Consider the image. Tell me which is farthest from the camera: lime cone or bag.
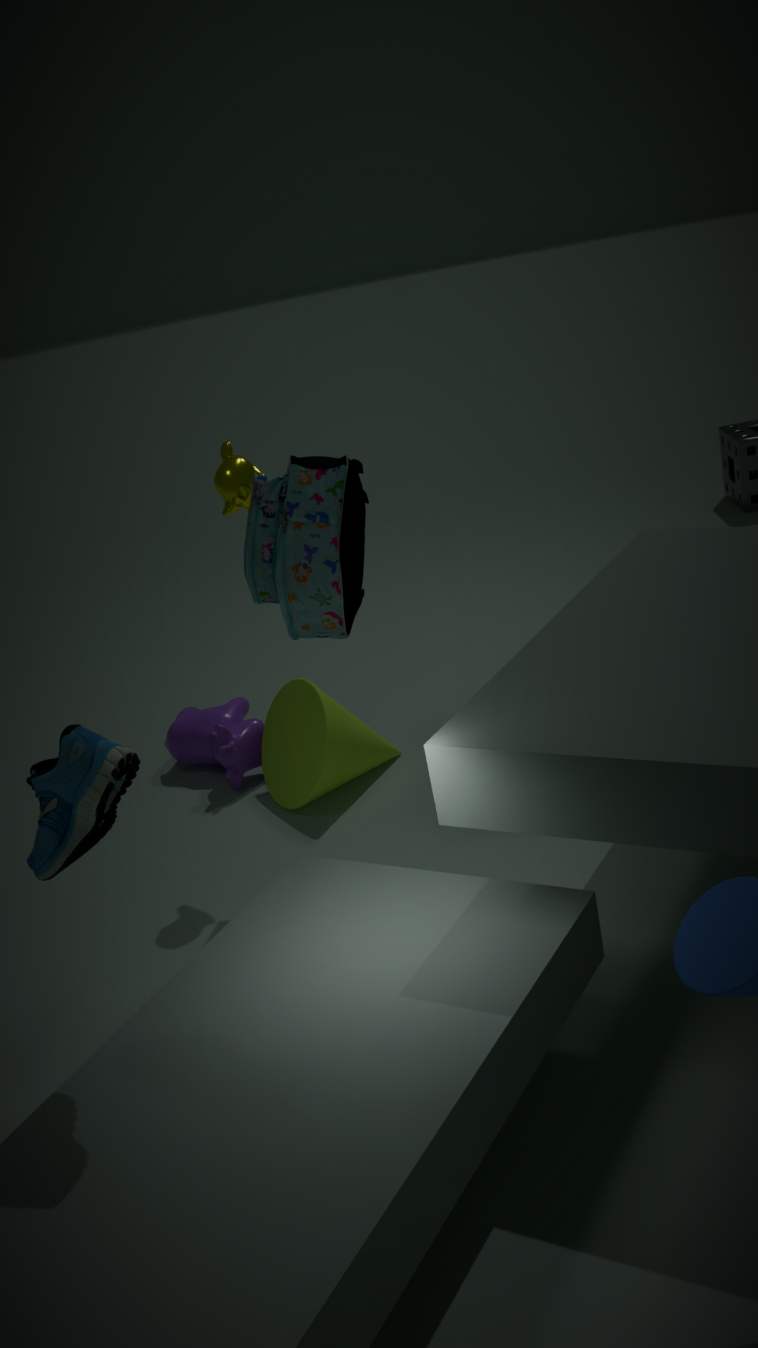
lime cone
